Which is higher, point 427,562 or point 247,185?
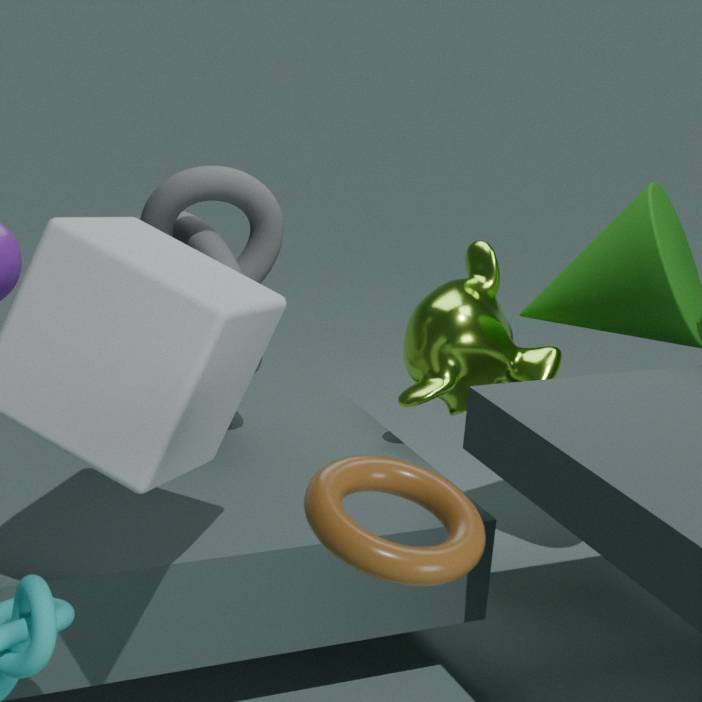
point 427,562
